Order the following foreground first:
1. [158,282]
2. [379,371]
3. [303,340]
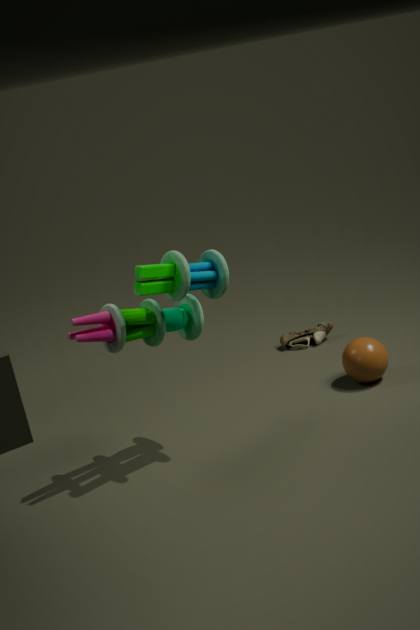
[158,282] → [379,371] → [303,340]
